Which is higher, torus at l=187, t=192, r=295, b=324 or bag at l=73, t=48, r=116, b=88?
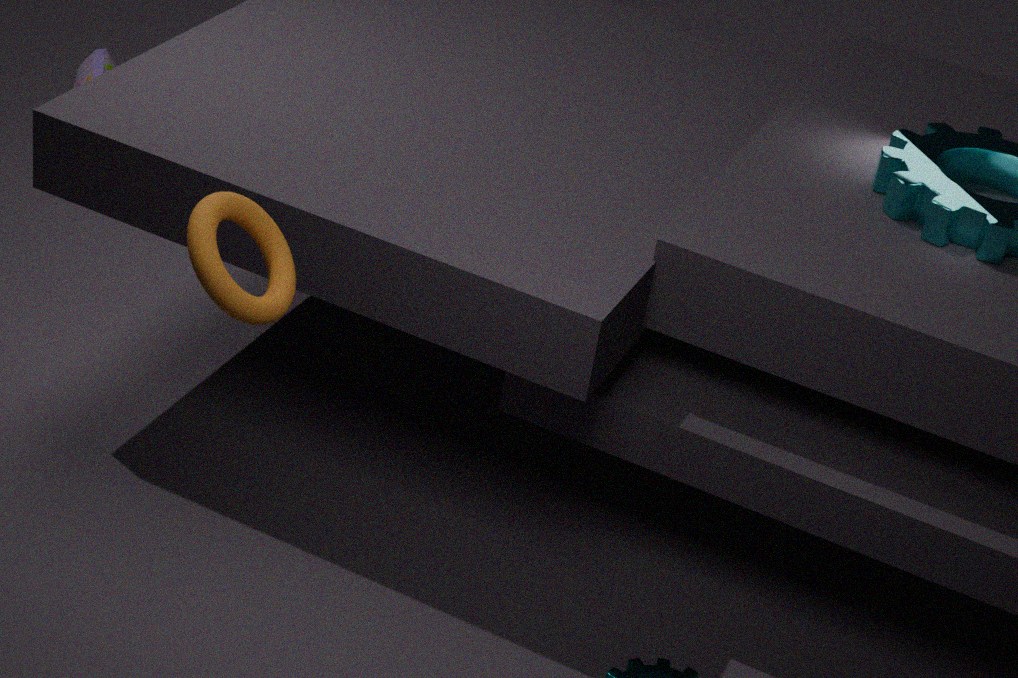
torus at l=187, t=192, r=295, b=324
